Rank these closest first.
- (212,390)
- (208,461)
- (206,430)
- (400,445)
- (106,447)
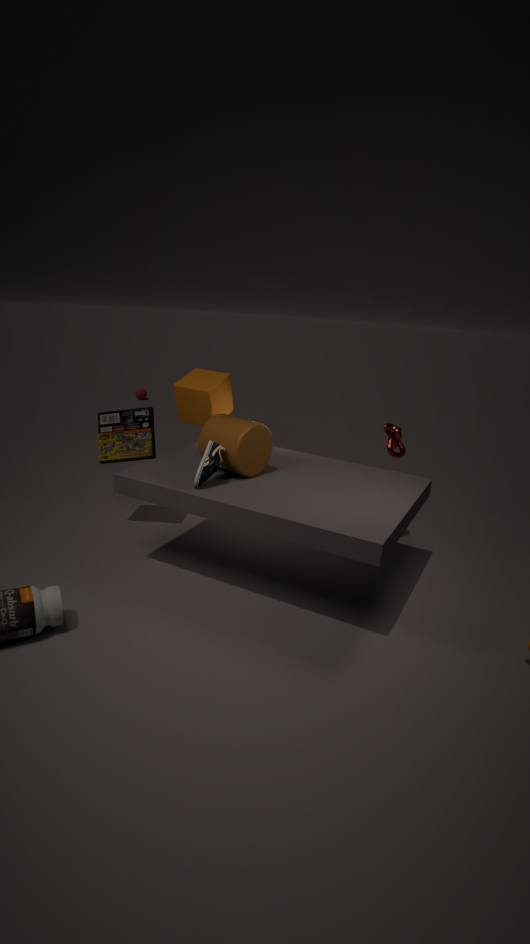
(208,461)
(206,430)
(400,445)
(106,447)
(212,390)
